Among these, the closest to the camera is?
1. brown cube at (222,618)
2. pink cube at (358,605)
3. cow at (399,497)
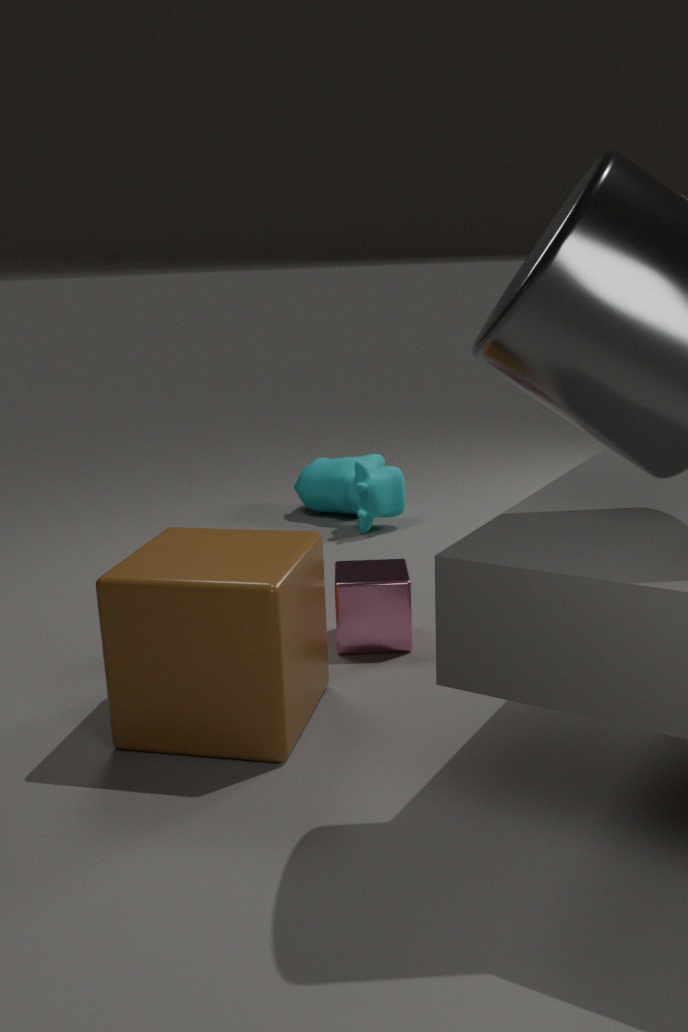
brown cube at (222,618)
